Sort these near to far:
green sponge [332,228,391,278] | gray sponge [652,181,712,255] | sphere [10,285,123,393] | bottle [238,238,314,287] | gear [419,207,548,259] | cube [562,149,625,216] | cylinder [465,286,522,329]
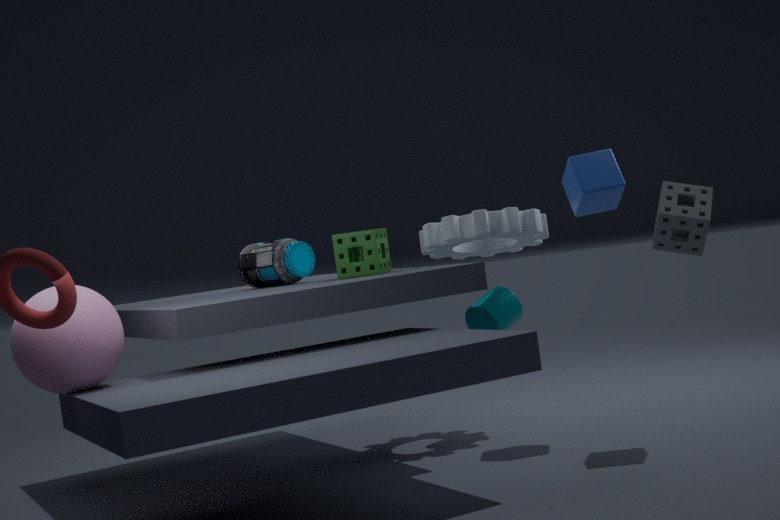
sphere [10,285,123,393] < gray sponge [652,181,712,255] < cube [562,149,625,216] < green sponge [332,228,391,278] < gear [419,207,548,259] < cylinder [465,286,522,329] < bottle [238,238,314,287]
